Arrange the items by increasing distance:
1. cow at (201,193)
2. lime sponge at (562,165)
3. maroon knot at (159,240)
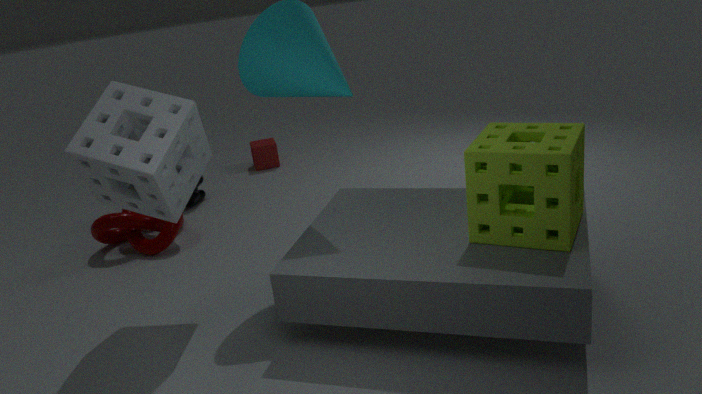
lime sponge at (562,165) → maroon knot at (159,240) → cow at (201,193)
